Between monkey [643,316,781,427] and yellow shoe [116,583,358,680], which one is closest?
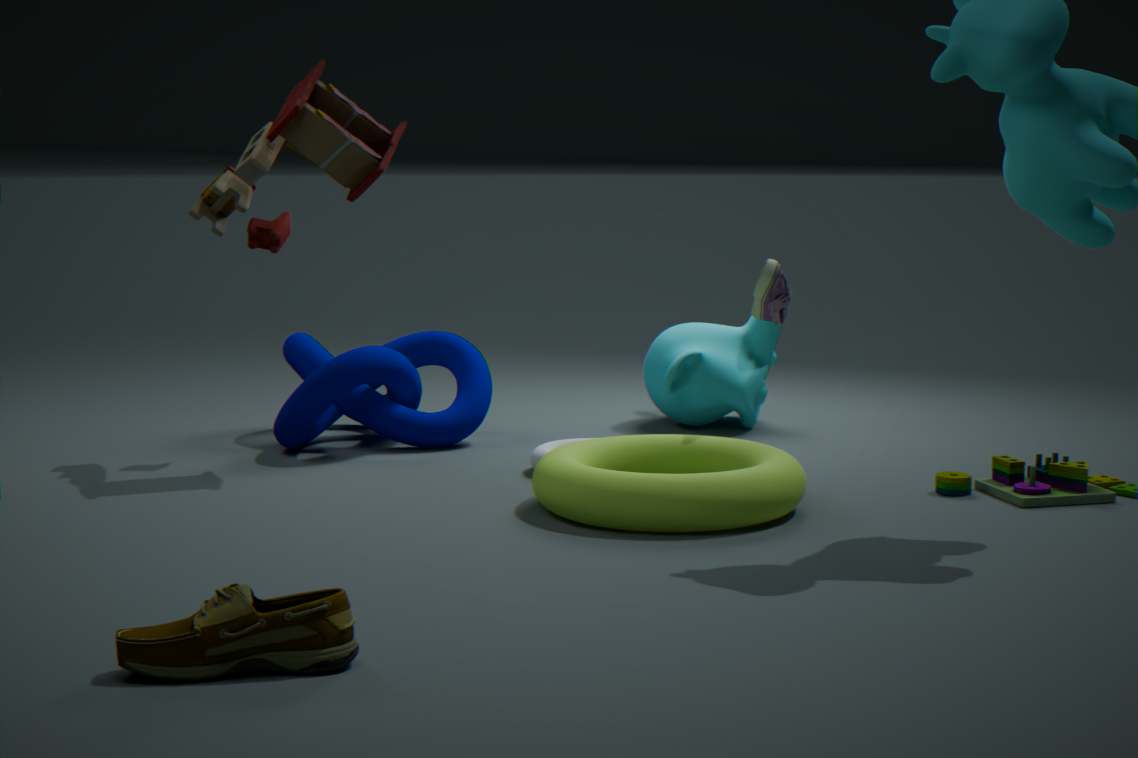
yellow shoe [116,583,358,680]
